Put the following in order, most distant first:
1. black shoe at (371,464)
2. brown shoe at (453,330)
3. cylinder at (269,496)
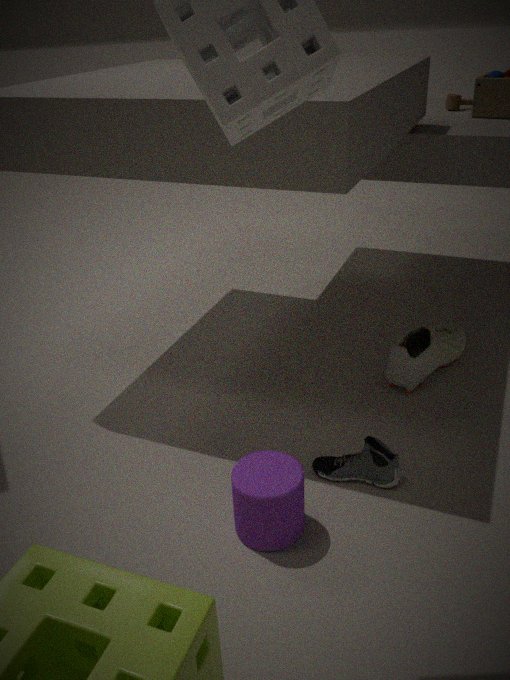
brown shoe at (453,330) < black shoe at (371,464) < cylinder at (269,496)
